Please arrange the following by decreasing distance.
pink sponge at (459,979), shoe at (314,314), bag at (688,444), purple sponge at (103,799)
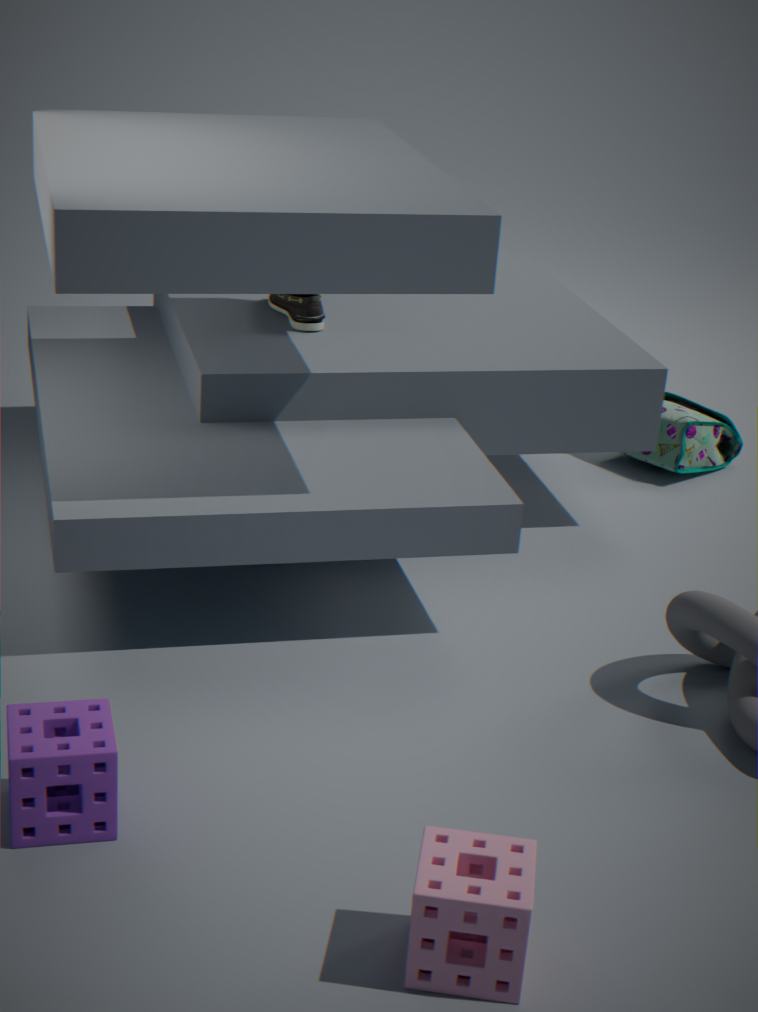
bag at (688,444)
shoe at (314,314)
purple sponge at (103,799)
pink sponge at (459,979)
